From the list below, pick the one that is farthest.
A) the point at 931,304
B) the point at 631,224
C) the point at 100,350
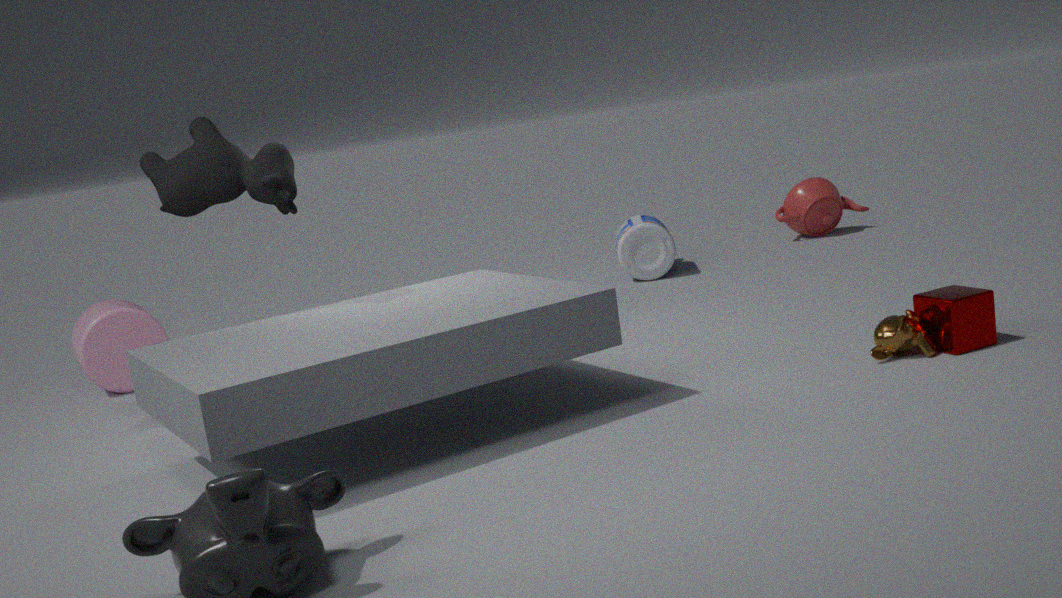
the point at 631,224
